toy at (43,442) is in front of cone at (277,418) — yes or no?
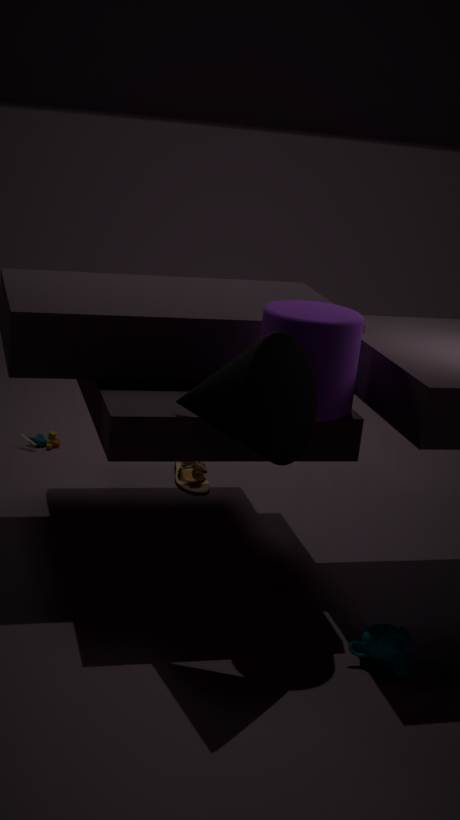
No
